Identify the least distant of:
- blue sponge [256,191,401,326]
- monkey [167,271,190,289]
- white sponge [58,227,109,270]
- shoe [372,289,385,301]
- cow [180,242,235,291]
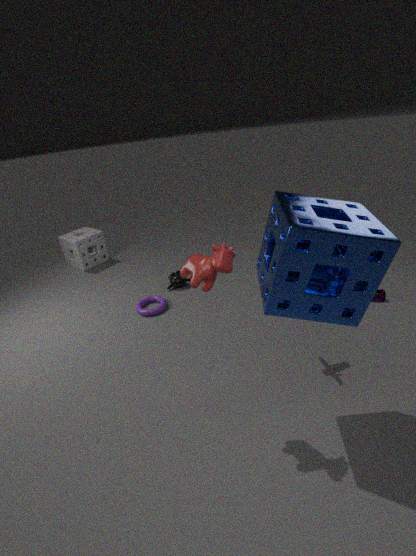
blue sponge [256,191,401,326]
